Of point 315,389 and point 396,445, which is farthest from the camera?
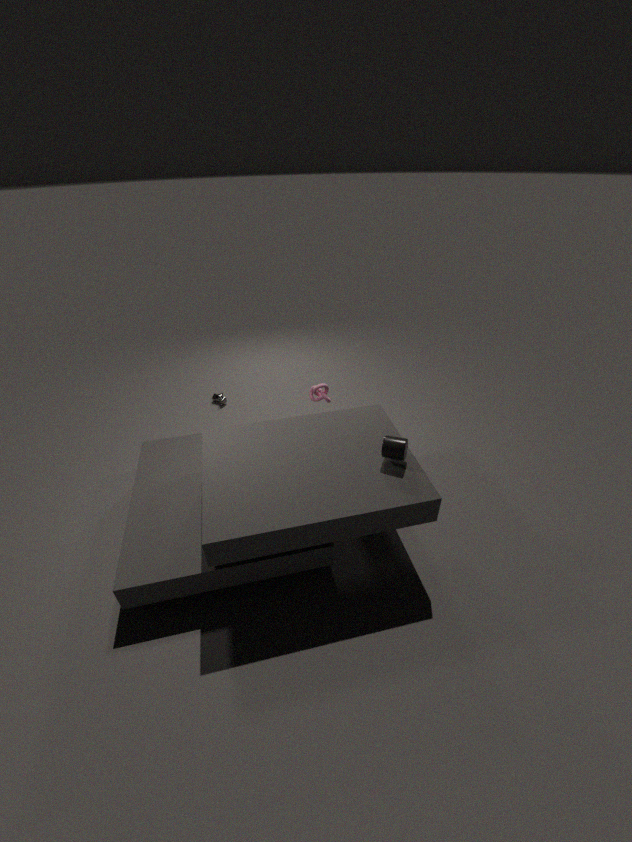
point 315,389
